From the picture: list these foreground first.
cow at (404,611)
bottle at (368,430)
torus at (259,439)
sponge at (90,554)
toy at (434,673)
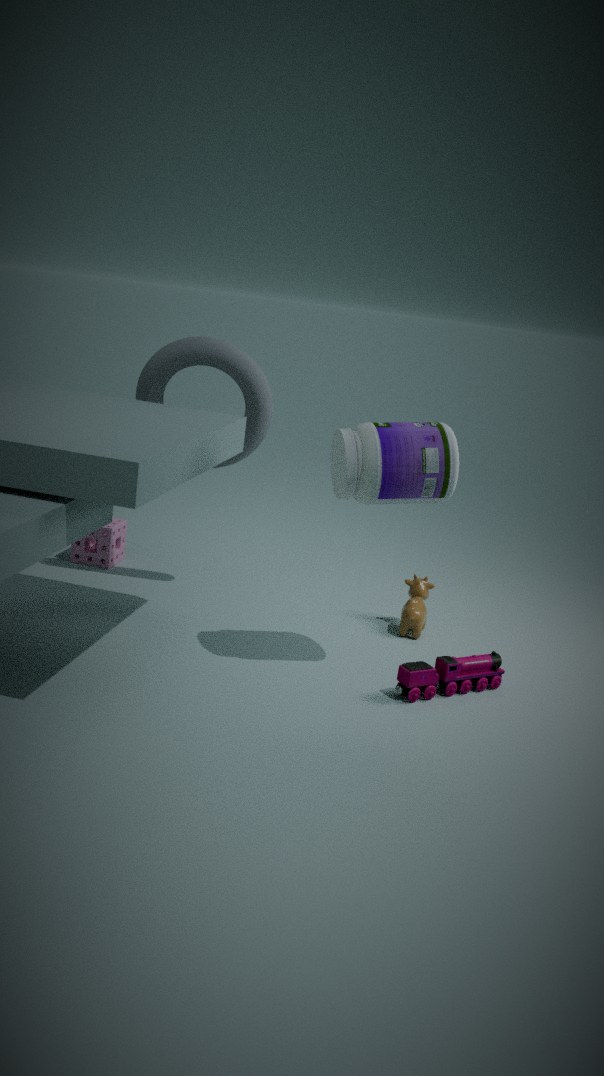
1. bottle at (368,430)
2. toy at (434,673)
3. torus at (259,439)
4. cow at (404,611)
5. sponge at (90,554)
